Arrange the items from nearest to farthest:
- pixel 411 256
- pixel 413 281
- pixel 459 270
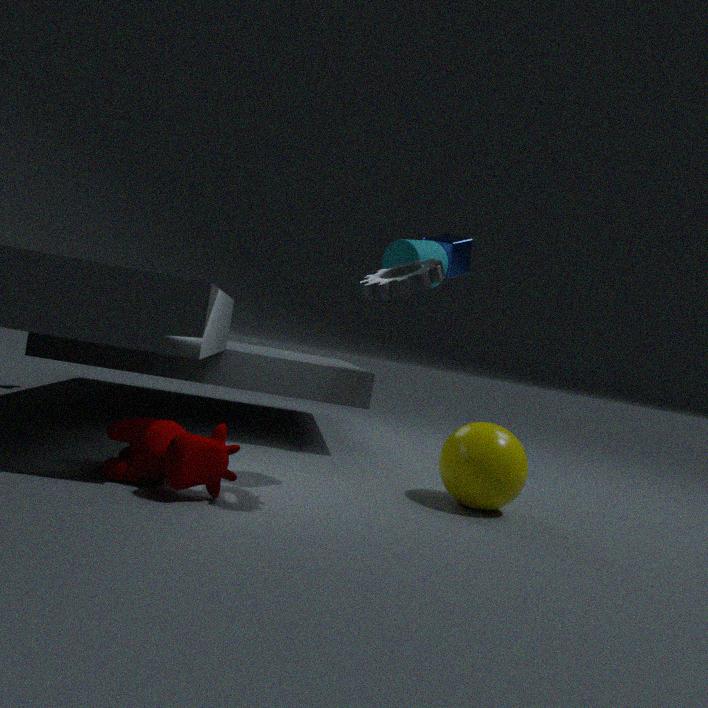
1. pixel 413 281
2. pixel 411 256
3. pixel 459 270
